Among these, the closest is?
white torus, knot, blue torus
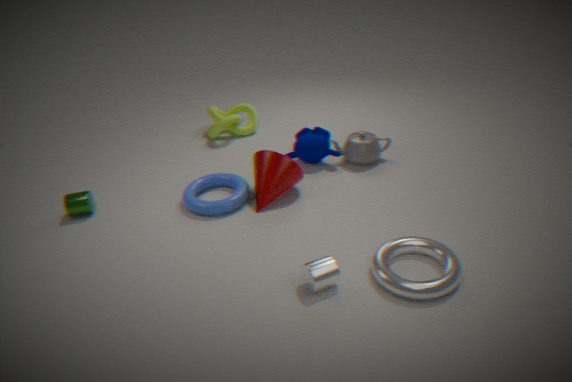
white torus
